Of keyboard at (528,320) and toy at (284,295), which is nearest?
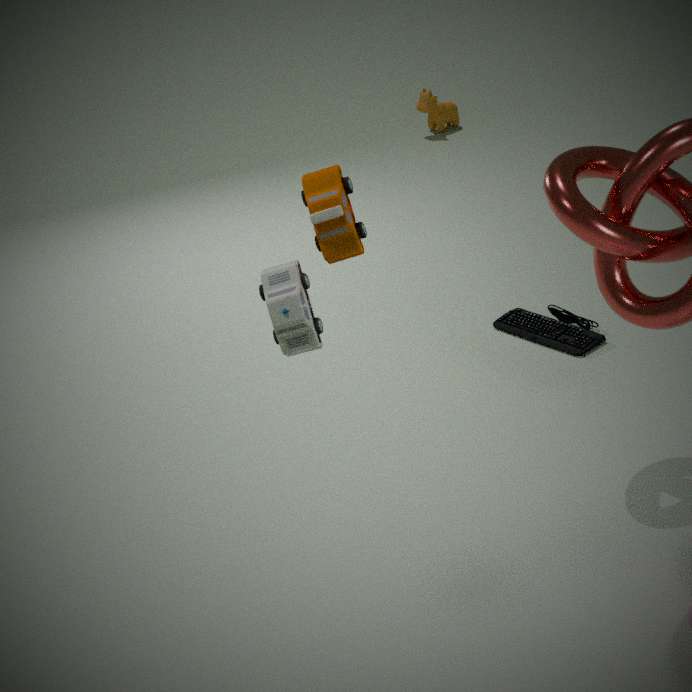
toy at (284,295)
